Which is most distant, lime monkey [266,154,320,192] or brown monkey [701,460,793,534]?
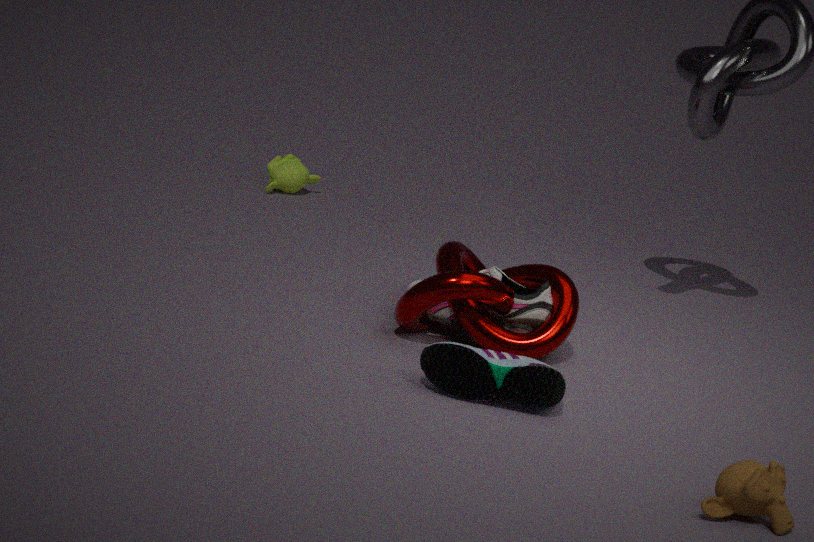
lime monkey [266,154,320,192]
